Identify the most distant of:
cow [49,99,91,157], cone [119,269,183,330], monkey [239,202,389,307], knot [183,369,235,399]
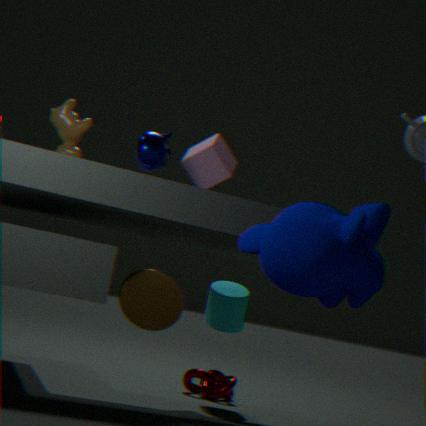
knot [183,369,235,399]
